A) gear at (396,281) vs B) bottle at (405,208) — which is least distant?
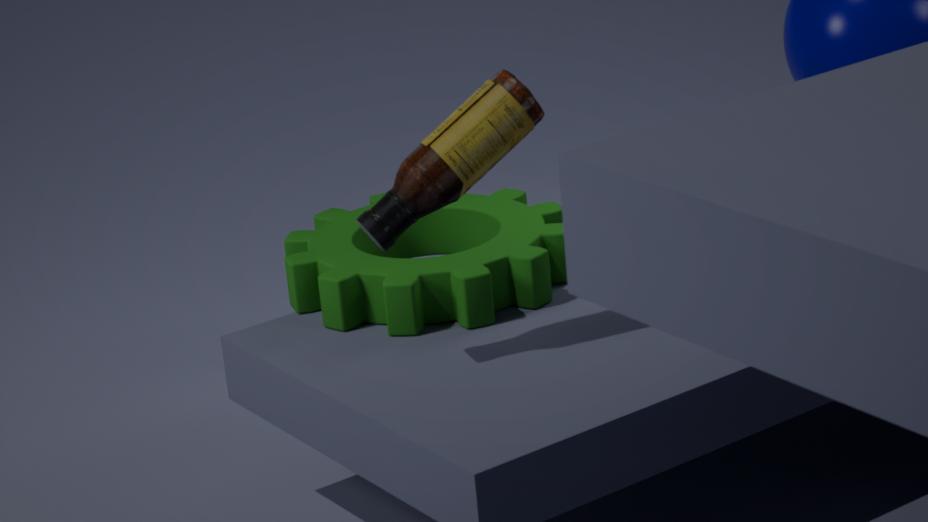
B. bottle at (405,208)
